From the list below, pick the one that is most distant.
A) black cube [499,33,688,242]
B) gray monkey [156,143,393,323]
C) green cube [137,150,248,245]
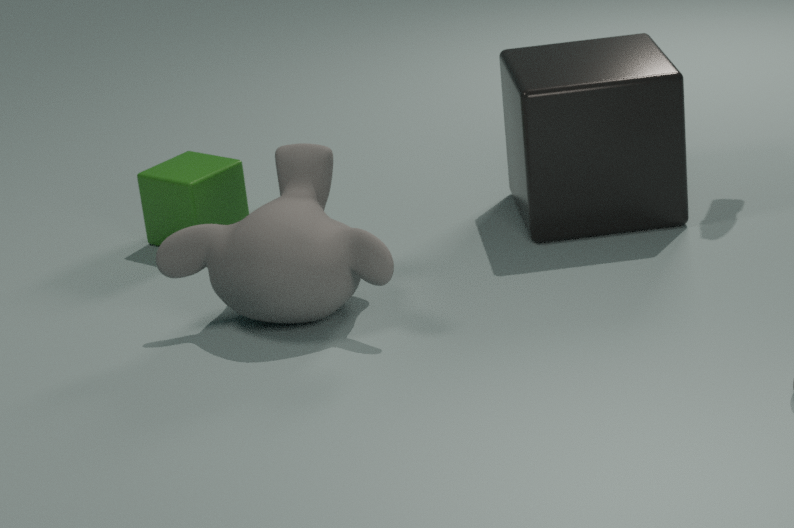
green cube [137,150,248,245]
